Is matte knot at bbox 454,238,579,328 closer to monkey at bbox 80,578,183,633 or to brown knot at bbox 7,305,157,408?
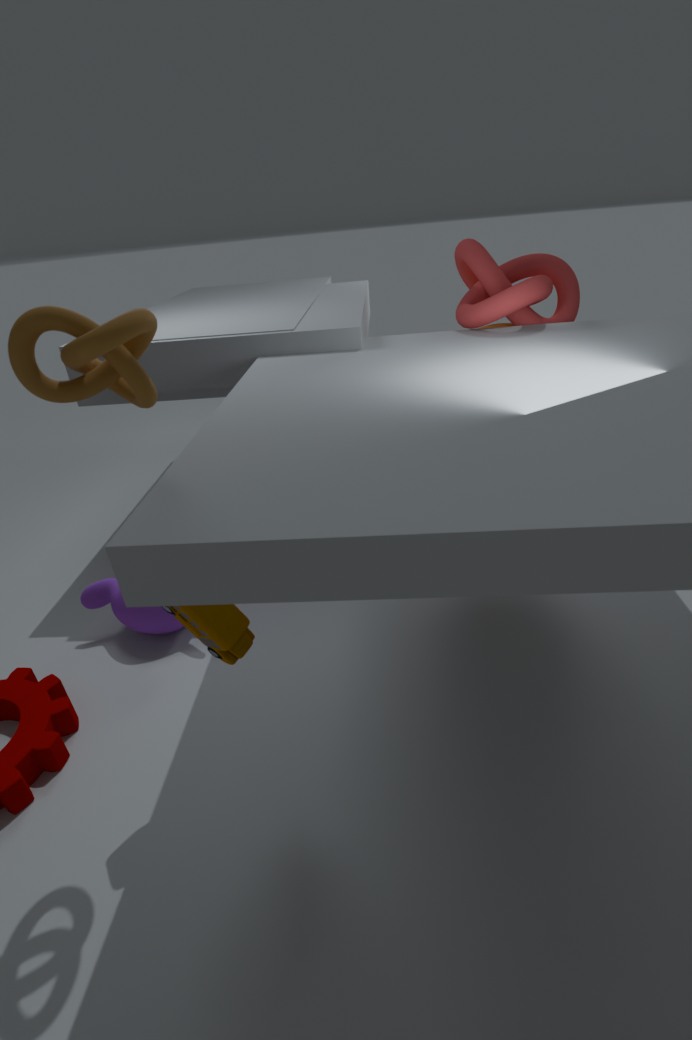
brown knot at bbox 7,305,157,408
